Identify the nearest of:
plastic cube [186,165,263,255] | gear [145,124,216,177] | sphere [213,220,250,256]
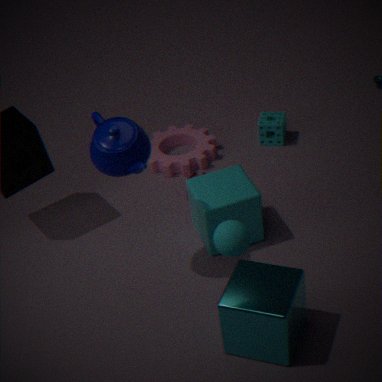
sphere [213,220,250,256]
